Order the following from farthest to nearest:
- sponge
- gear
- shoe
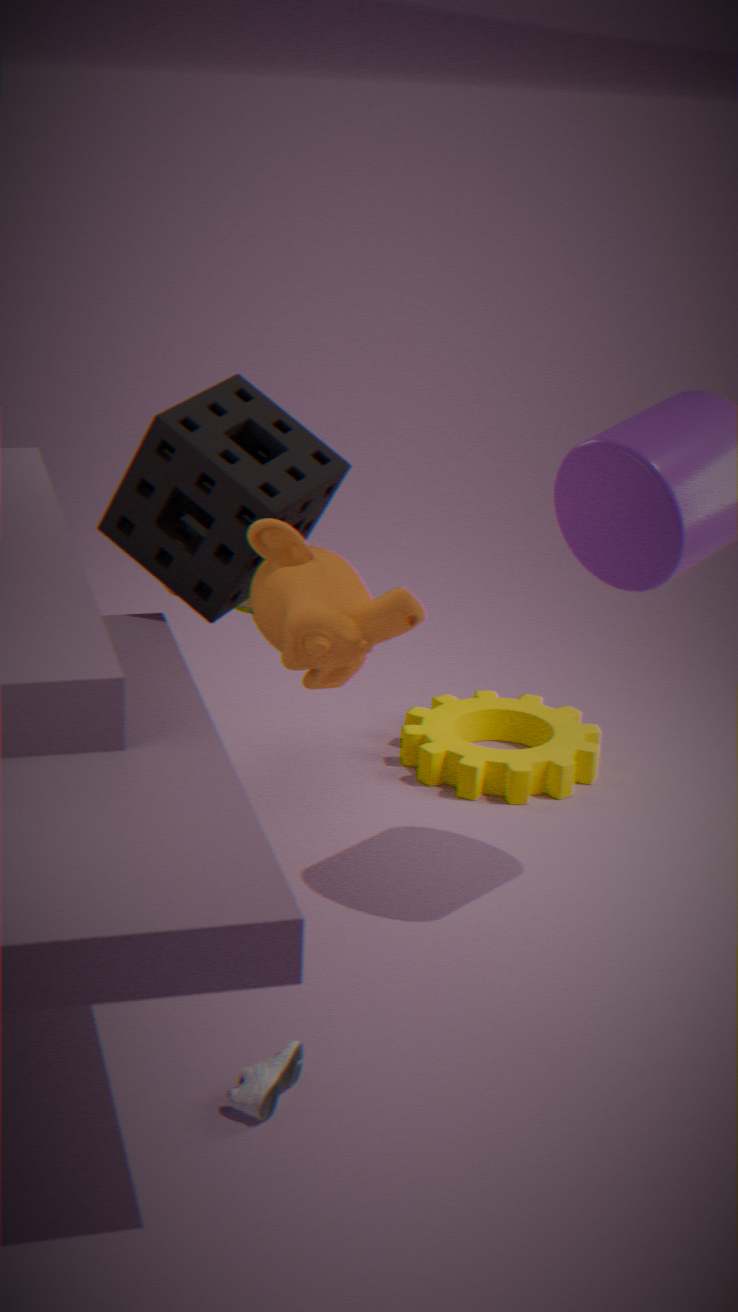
gear, sponge, shoe
